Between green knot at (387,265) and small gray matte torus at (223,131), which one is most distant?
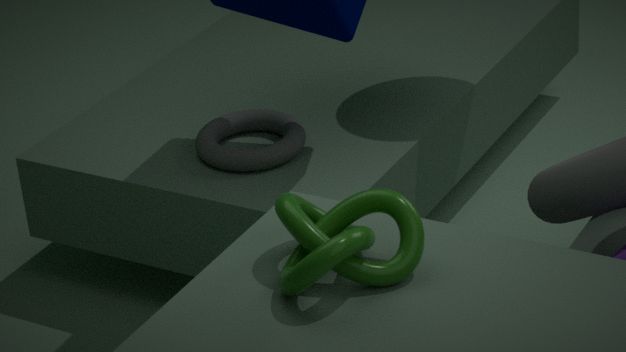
small gray matte torus at (223,131)
